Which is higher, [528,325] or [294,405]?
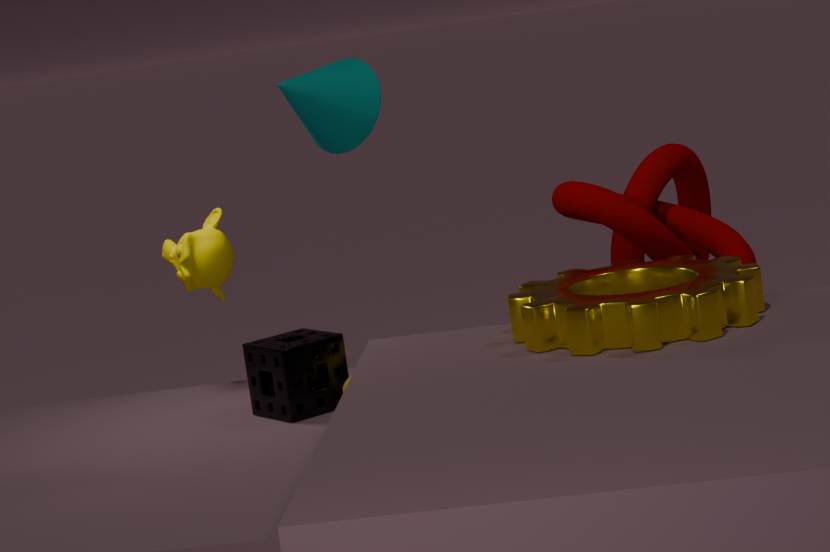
[528,325]
